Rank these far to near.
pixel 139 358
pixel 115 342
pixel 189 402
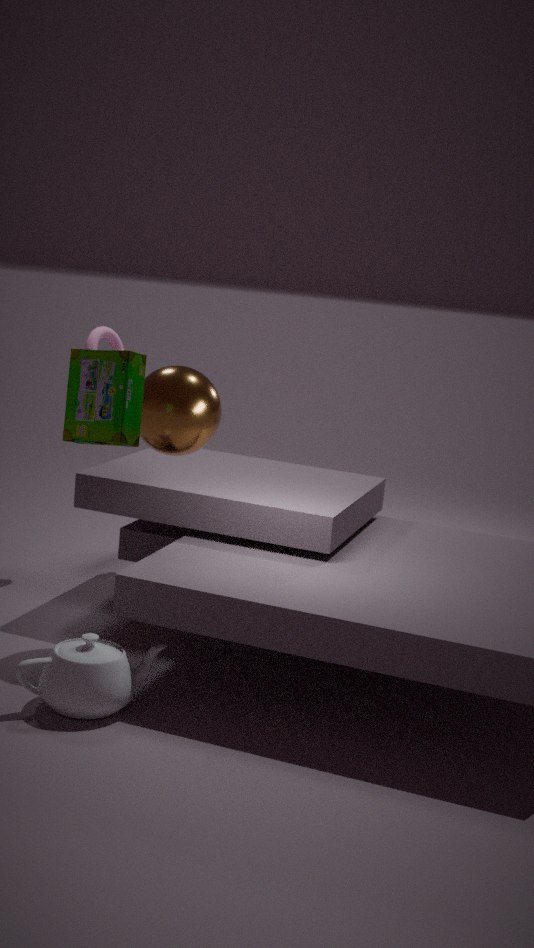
1. pixel 115 342
2. pixel 189 402
3. pixel 139 358
